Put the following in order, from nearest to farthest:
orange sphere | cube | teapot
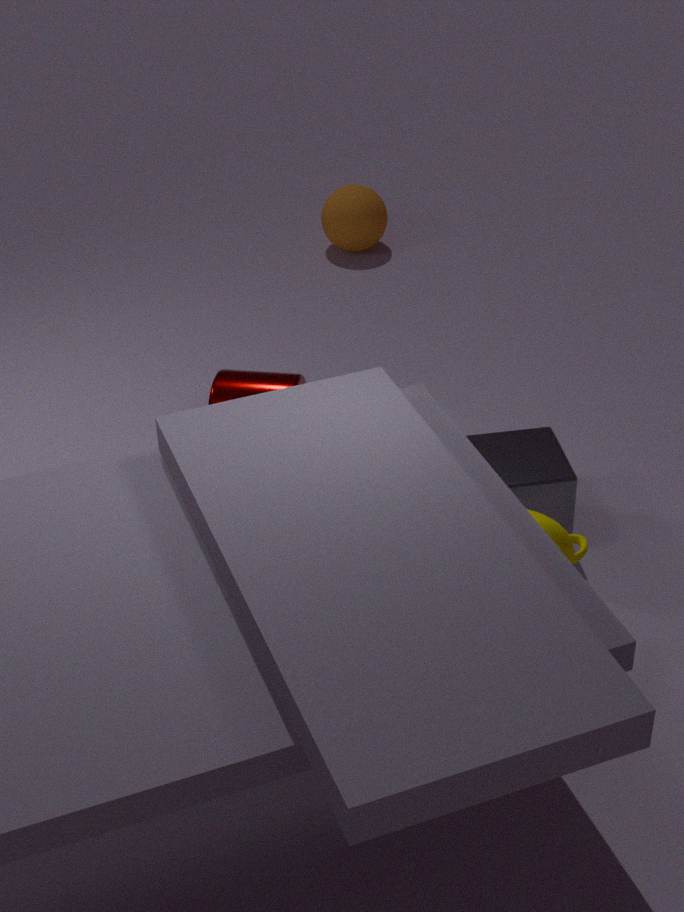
teapot
cube
orange sphere
